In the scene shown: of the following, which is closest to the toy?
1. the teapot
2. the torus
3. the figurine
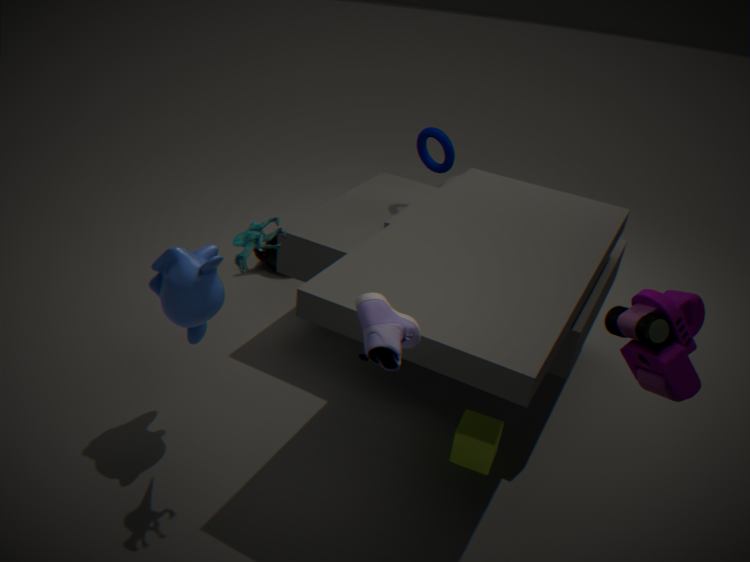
the figurine
